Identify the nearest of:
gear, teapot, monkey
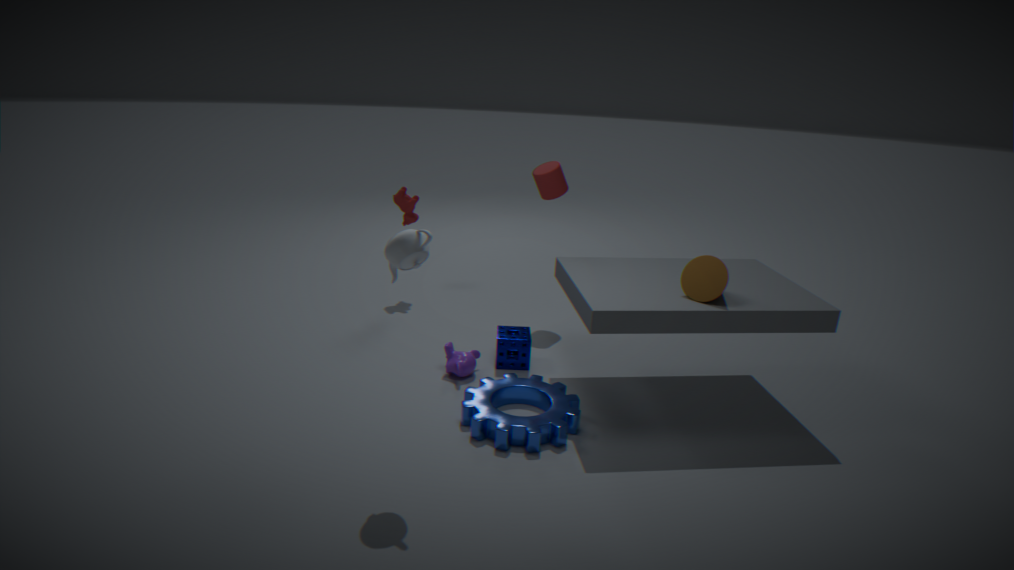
teapot
